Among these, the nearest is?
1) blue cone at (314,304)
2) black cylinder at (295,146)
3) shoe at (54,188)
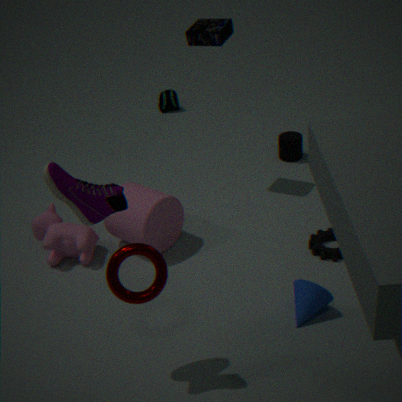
3. shoe at (54,188)
